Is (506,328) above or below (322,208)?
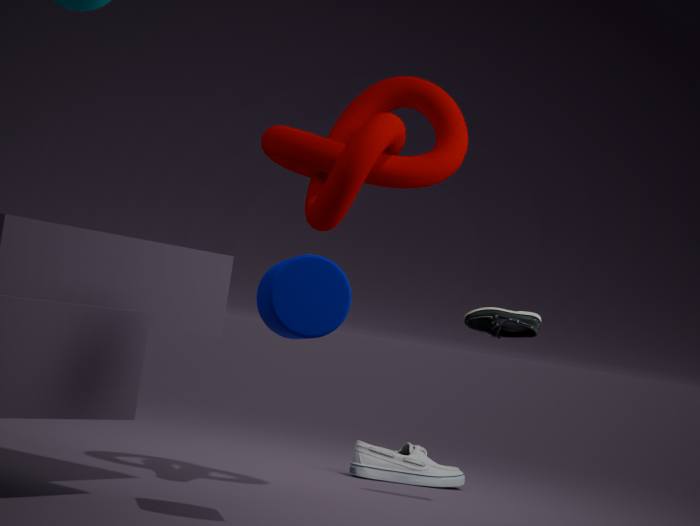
below
